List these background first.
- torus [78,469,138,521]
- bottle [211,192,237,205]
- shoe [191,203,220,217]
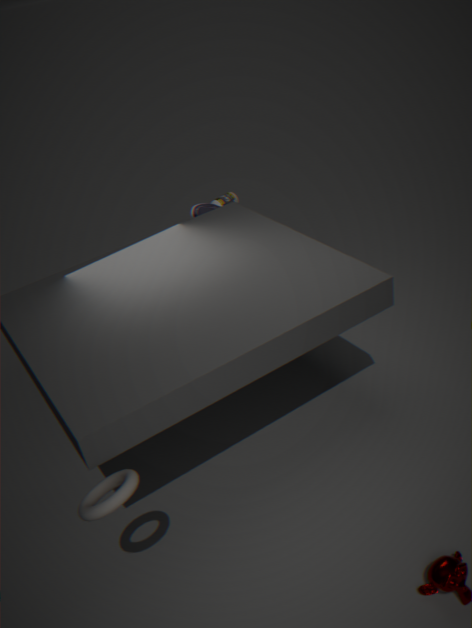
bottle [211,192,237,205]
shoe [191,203,220,217]
torus [78,469,138,521]
